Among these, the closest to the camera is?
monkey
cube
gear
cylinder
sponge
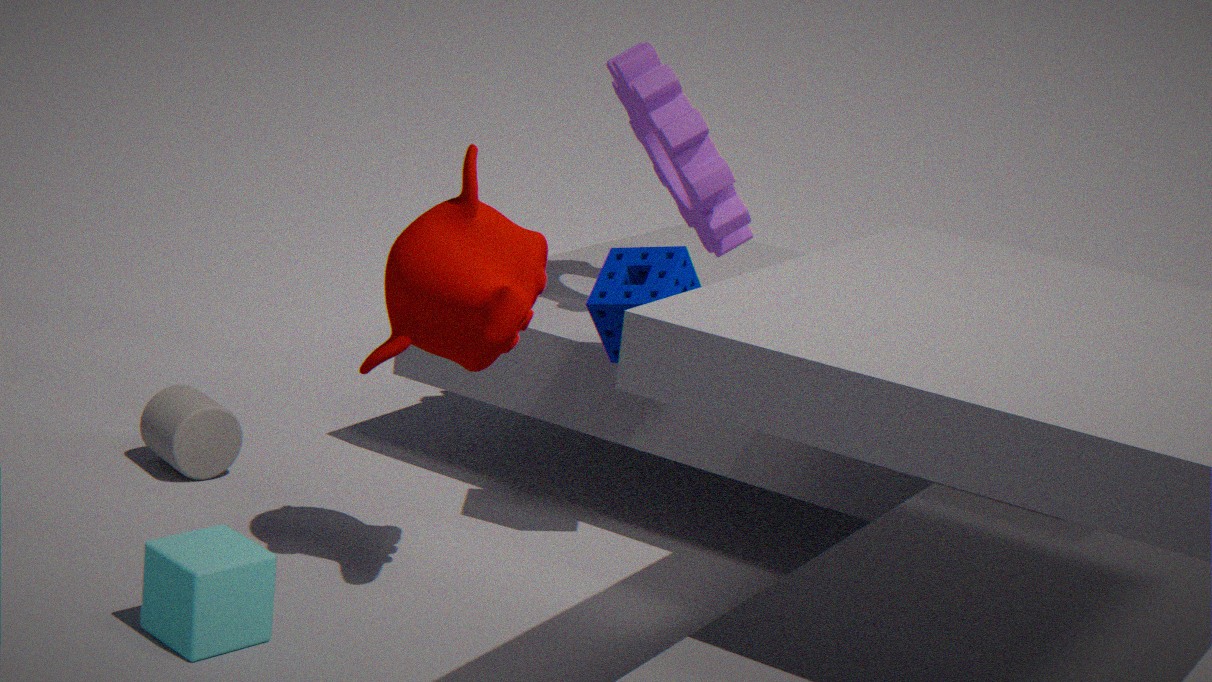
cube
